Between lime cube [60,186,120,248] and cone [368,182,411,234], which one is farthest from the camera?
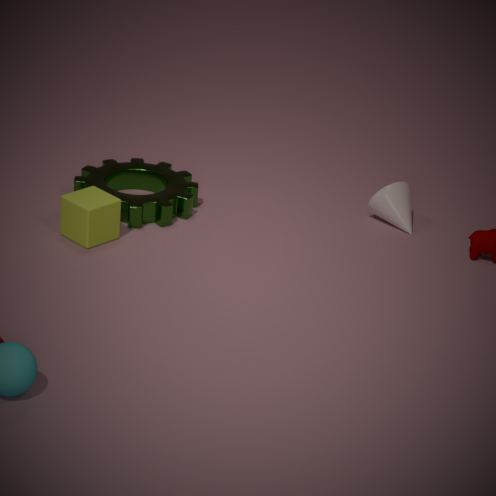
cone [368,182,411,234]
